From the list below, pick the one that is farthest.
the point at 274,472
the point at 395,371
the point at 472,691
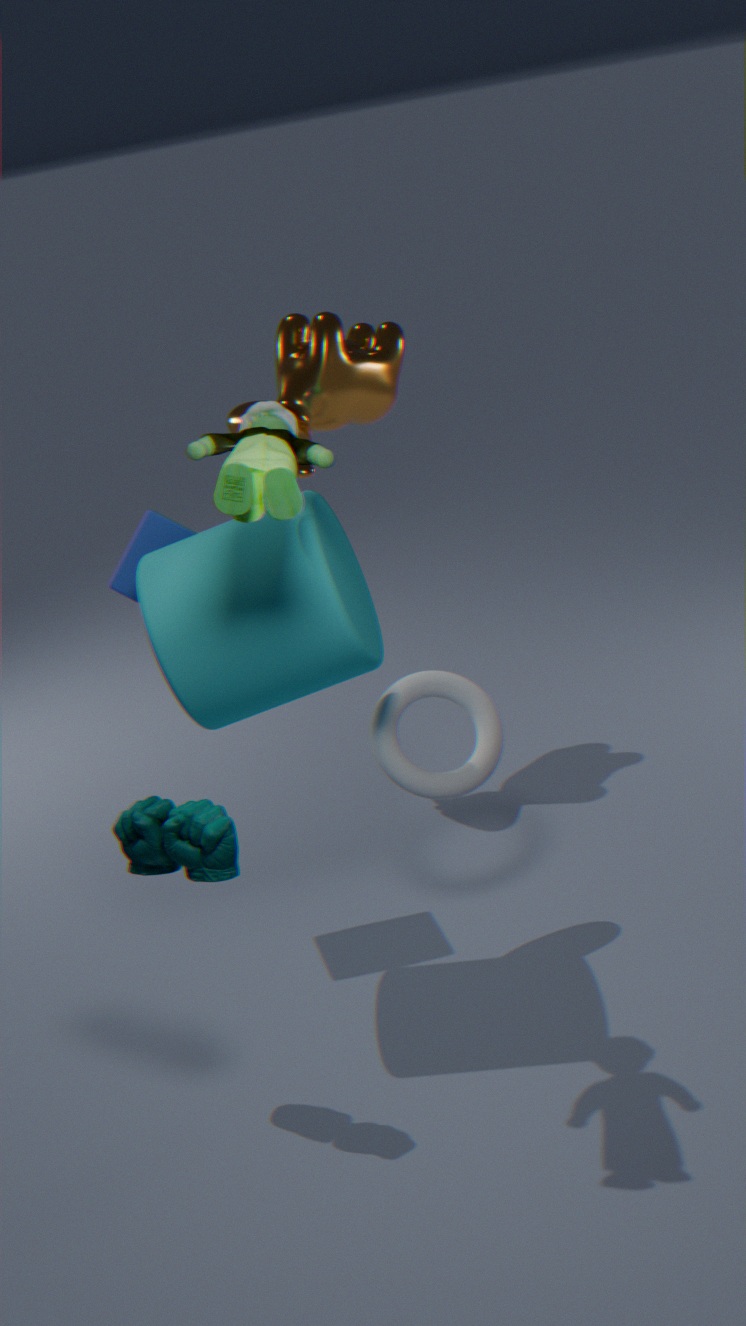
the point at 395,371
